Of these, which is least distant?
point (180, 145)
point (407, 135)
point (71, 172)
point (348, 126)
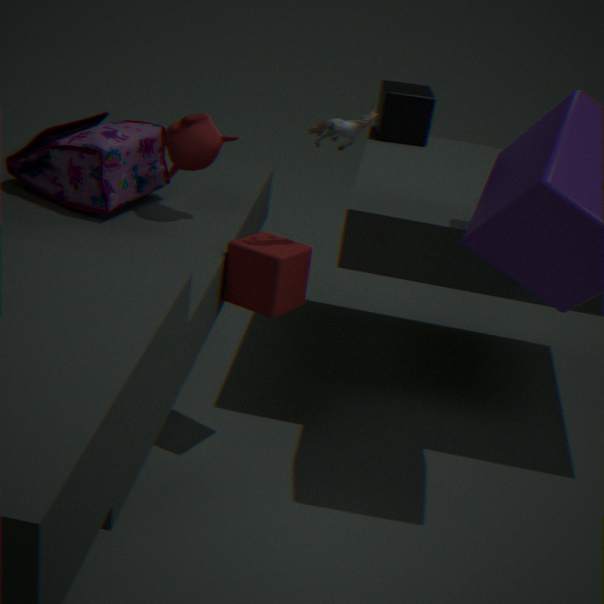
point (348, 126)
